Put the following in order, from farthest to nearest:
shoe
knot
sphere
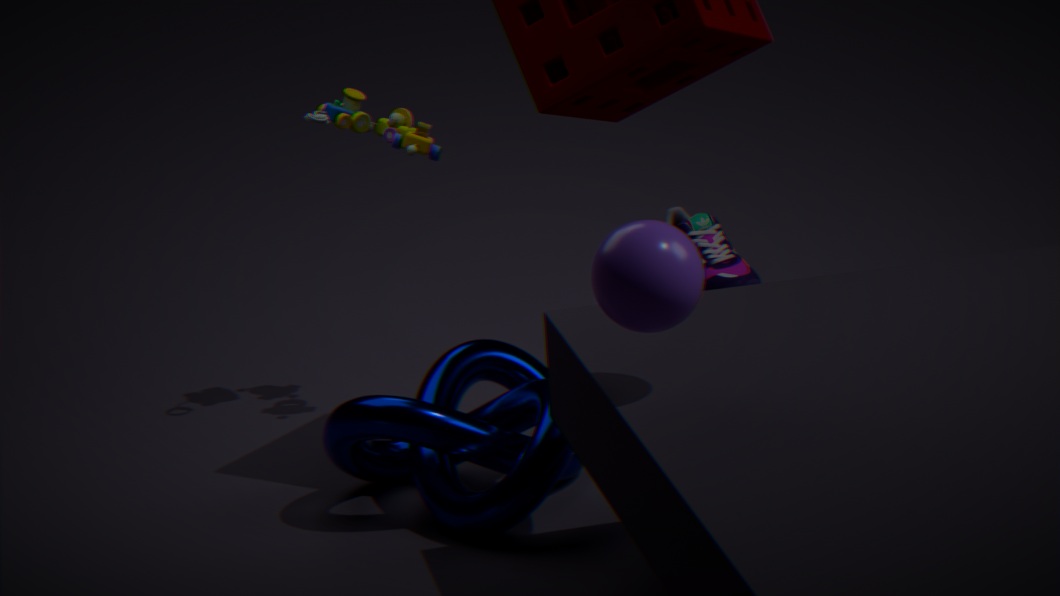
shoe < knot < sphere
